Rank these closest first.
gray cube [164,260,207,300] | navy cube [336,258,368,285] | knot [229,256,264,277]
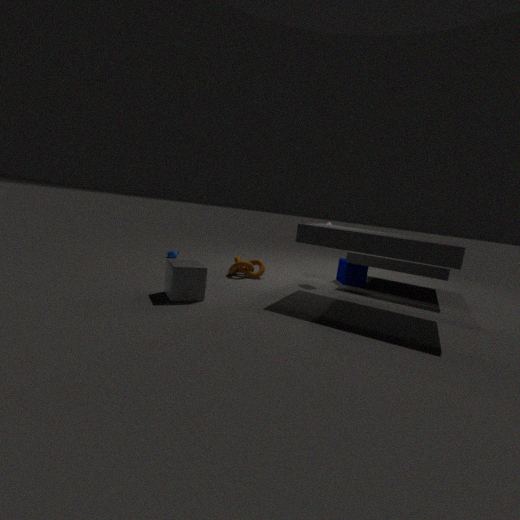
gray cube [164,260,207,300], knot [229,256,264,277], navy cube [336,258,368,285]
